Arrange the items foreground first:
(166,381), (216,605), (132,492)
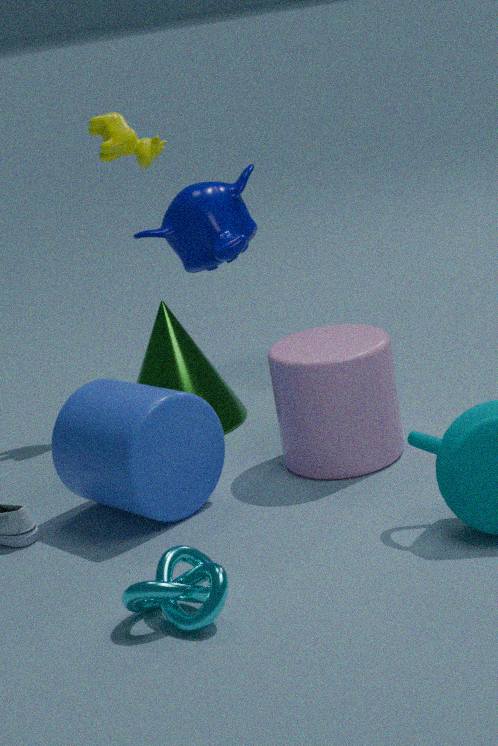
A: (216,605) < (132,492) < (166,381)
